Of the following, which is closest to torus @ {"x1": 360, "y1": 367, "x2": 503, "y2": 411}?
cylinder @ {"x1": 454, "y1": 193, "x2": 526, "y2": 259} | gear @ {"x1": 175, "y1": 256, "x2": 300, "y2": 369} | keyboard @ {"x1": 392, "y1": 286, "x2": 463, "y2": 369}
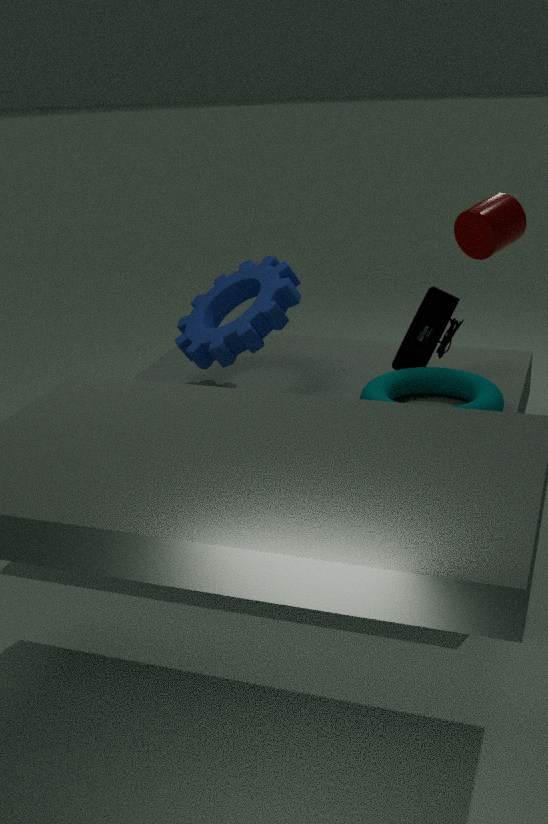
keyboard @ {"x1": 392, "y1": 286, "x2": 463, "y2": 369}
